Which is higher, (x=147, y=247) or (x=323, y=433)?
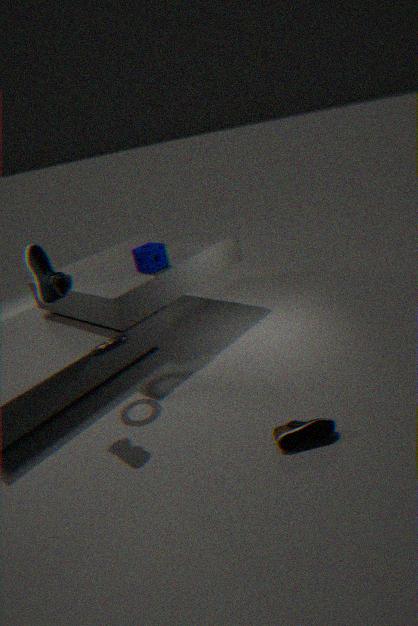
(x=147, y=247)
